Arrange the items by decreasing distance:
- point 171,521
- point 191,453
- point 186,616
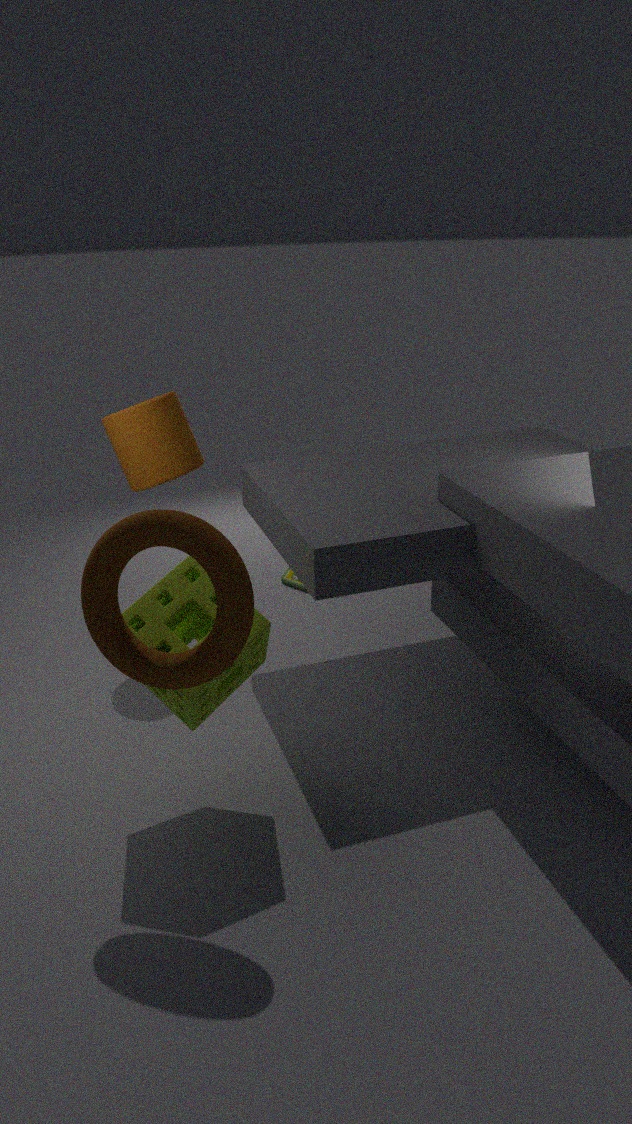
1. point 191,453
2. point 186,616
3. point 171,521
